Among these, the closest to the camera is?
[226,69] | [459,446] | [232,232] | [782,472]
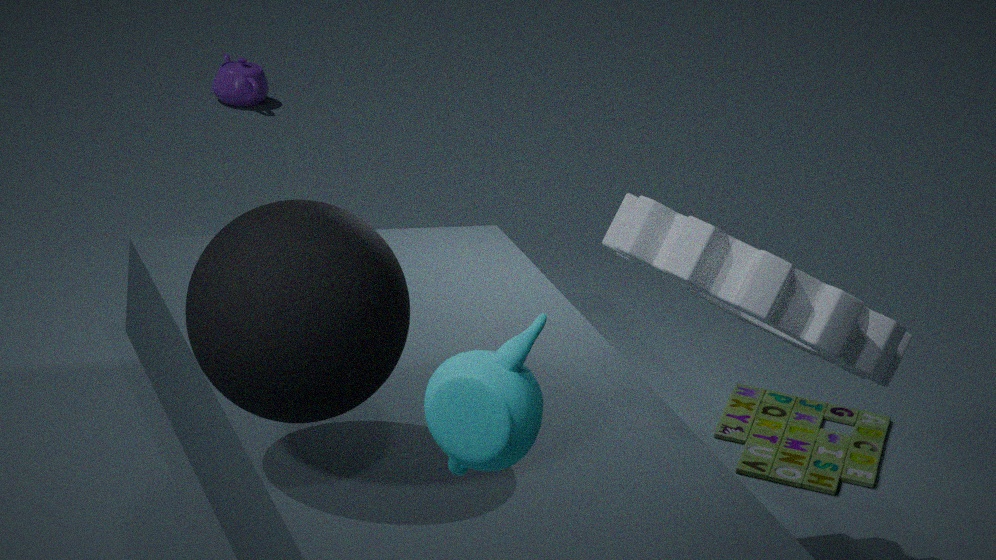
[459,446]
